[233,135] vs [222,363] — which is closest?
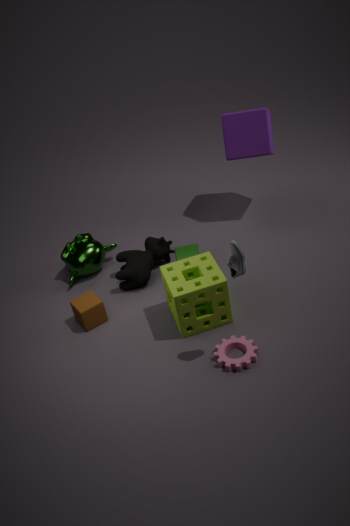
[222,363]
